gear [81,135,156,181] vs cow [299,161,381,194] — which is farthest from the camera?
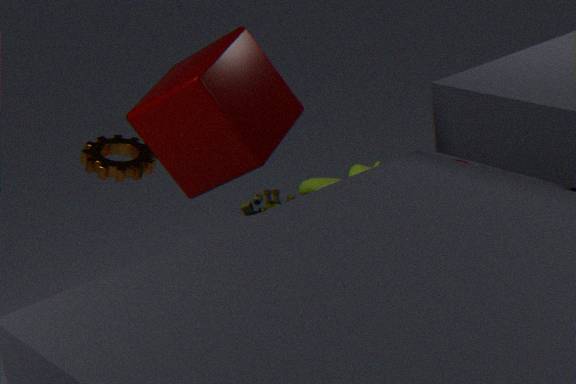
cow [299,161,381,194]
